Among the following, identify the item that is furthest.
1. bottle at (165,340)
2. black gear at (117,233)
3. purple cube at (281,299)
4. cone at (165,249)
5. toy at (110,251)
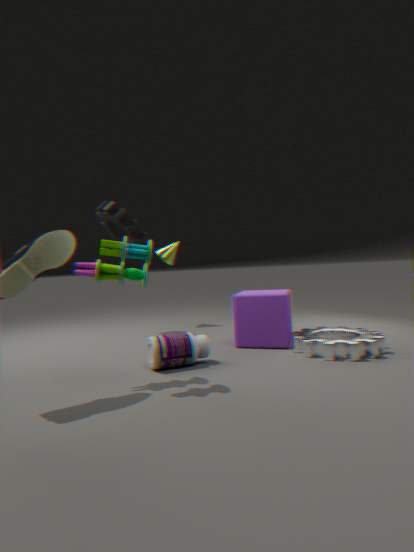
cone at (165,249)
